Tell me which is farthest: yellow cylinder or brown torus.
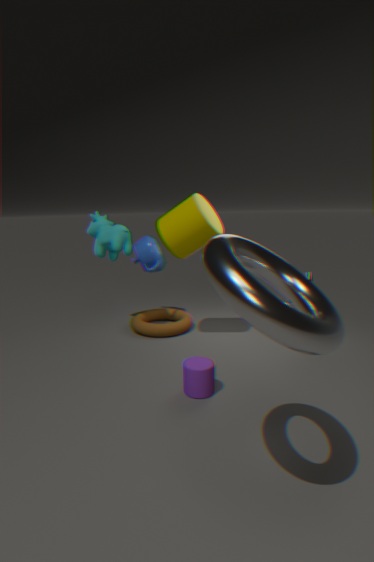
brown torus
